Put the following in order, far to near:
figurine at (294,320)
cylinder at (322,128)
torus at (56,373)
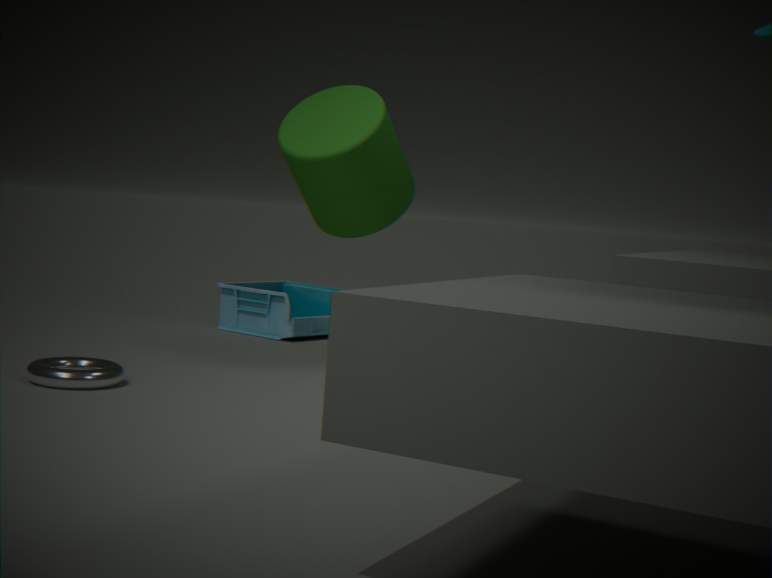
figurine at (294,320) < cylinder at (322,128) < torus at (56,373)
